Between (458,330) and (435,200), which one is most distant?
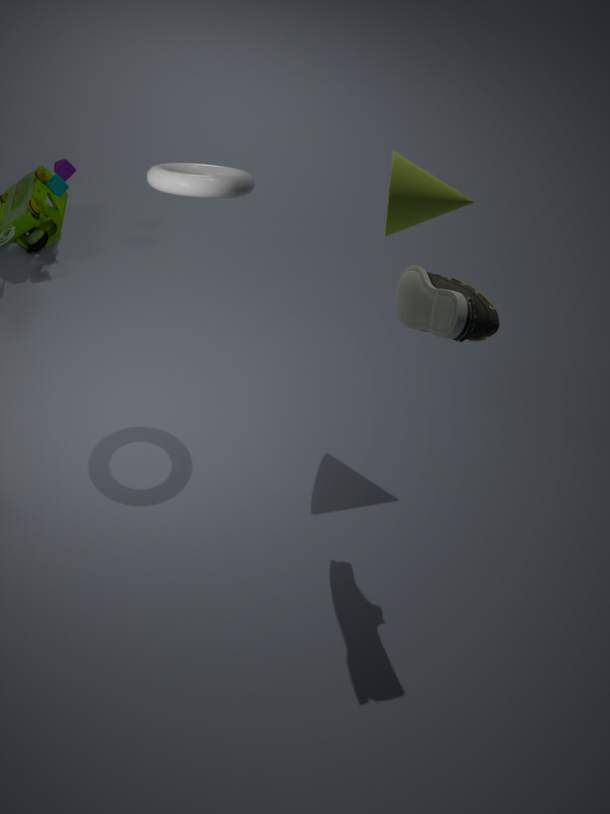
(435,200)
